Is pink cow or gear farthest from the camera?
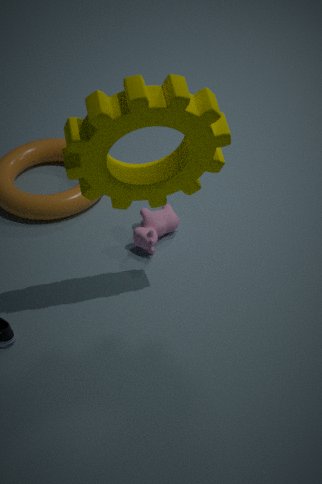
pink cow
